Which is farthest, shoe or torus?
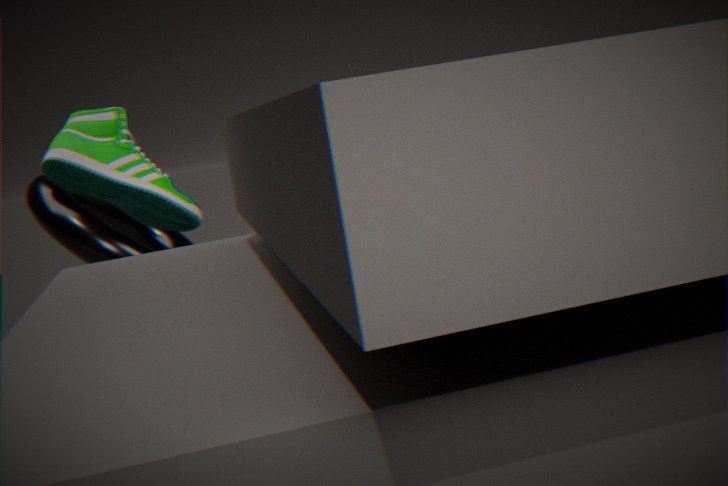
shoe
